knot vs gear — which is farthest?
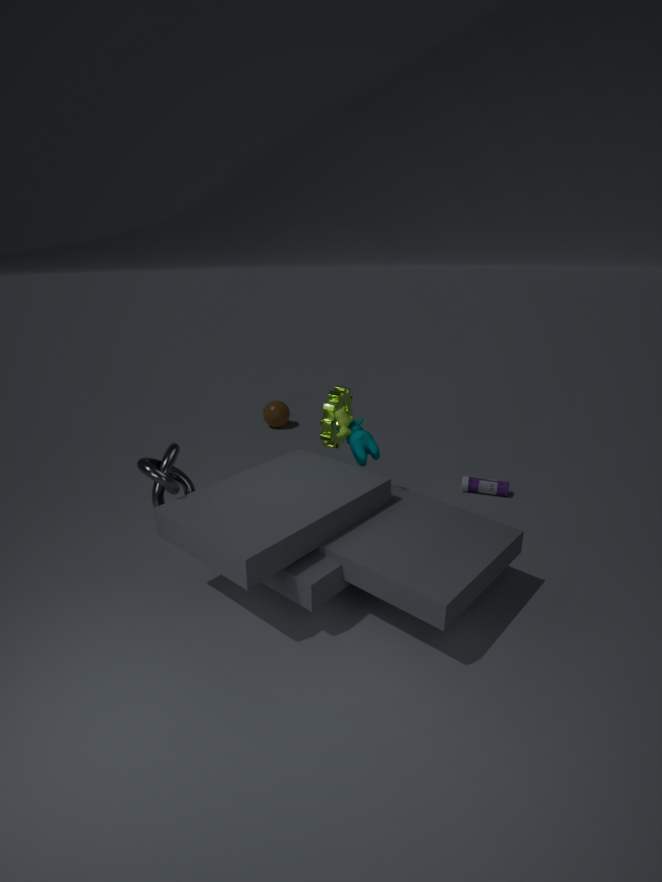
gear
